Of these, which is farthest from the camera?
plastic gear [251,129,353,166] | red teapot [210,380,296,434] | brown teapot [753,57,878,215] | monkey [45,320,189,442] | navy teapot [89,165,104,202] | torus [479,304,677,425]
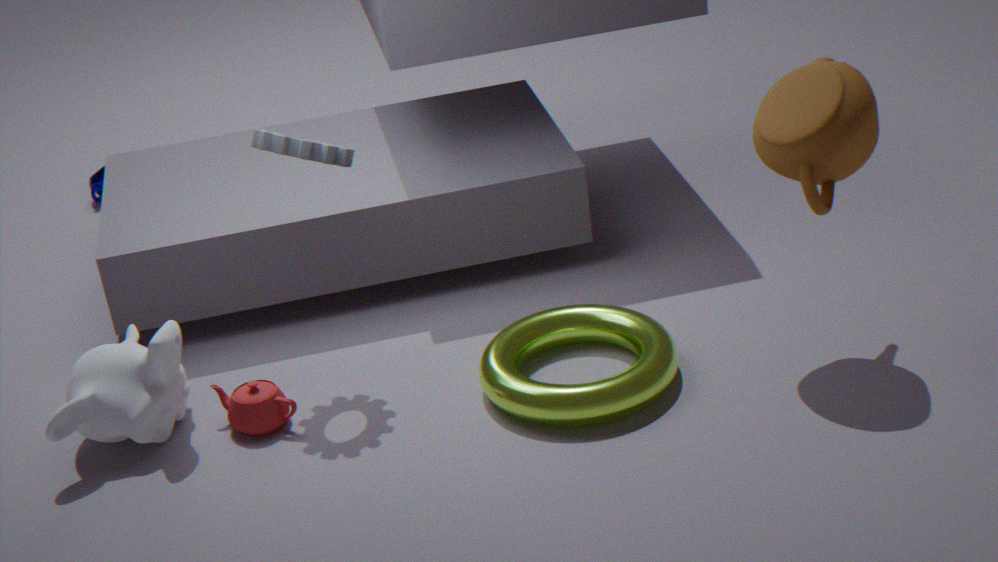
navy teapot [89,165,104,202]
